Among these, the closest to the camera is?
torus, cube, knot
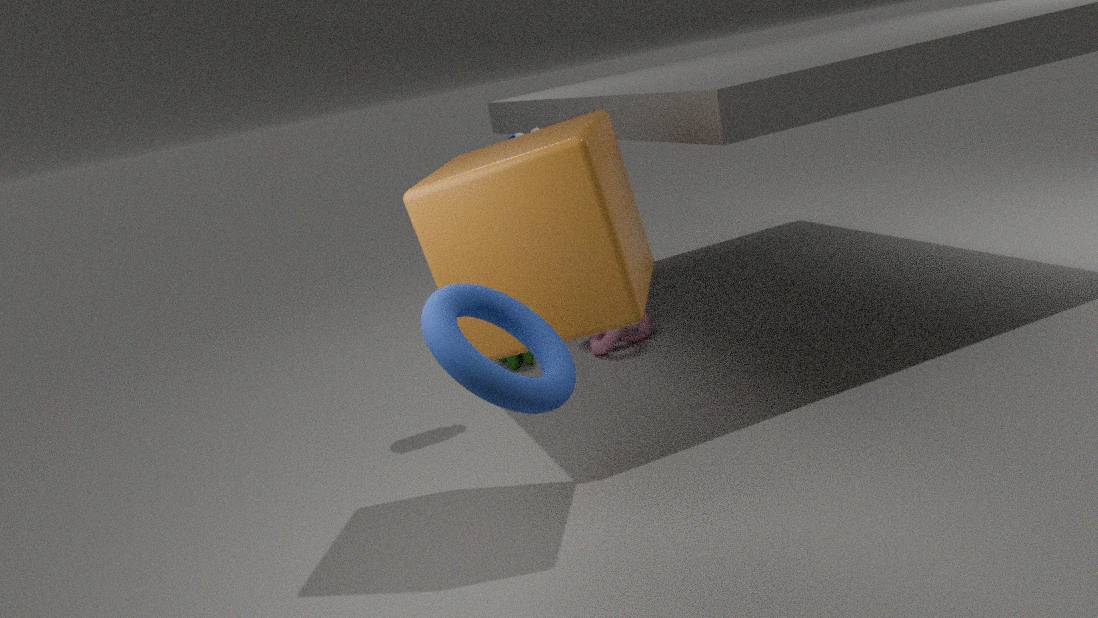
torus
